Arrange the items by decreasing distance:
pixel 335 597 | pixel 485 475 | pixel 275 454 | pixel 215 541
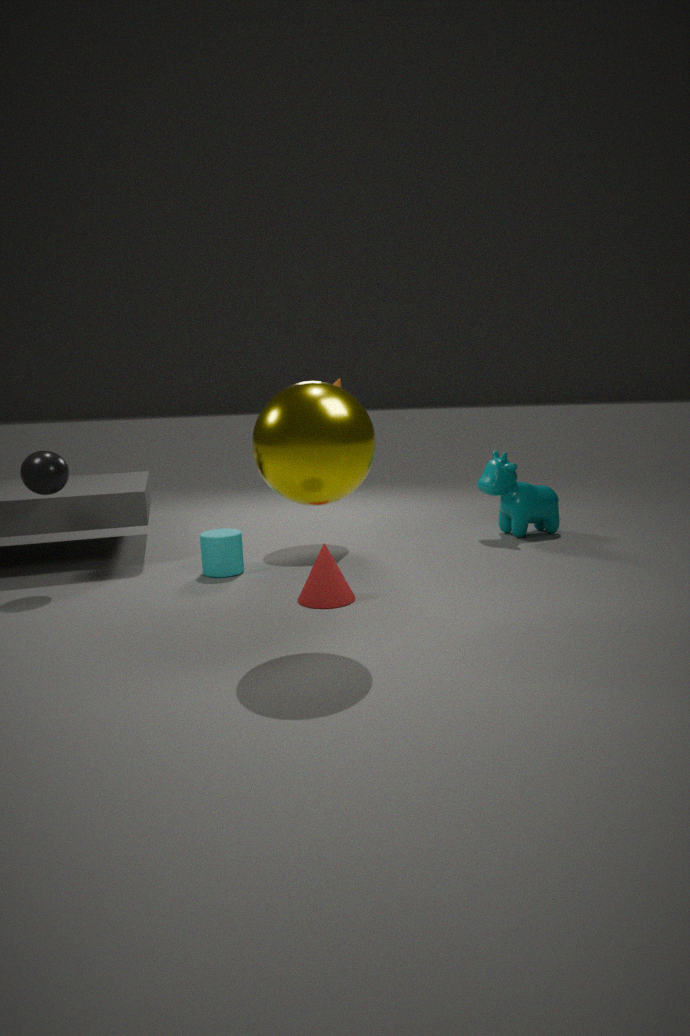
pixel 485 475
pixel 215 541
pixel 335 597
pixel 275 454
